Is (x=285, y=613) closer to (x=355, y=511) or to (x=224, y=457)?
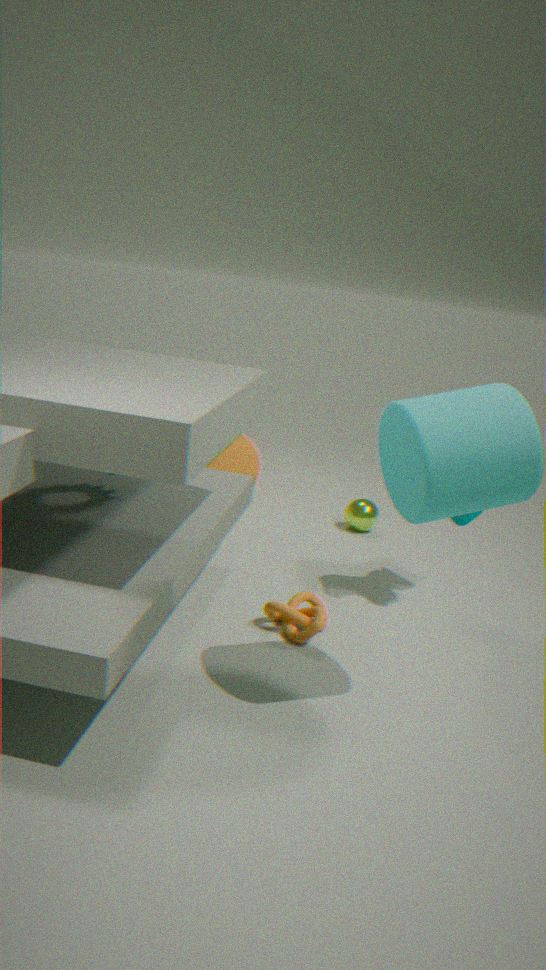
(x=355, y=511)
